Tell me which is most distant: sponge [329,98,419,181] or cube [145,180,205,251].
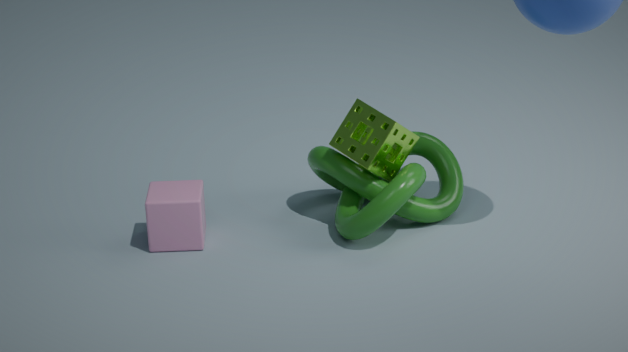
sponge [329,98,419,181]
